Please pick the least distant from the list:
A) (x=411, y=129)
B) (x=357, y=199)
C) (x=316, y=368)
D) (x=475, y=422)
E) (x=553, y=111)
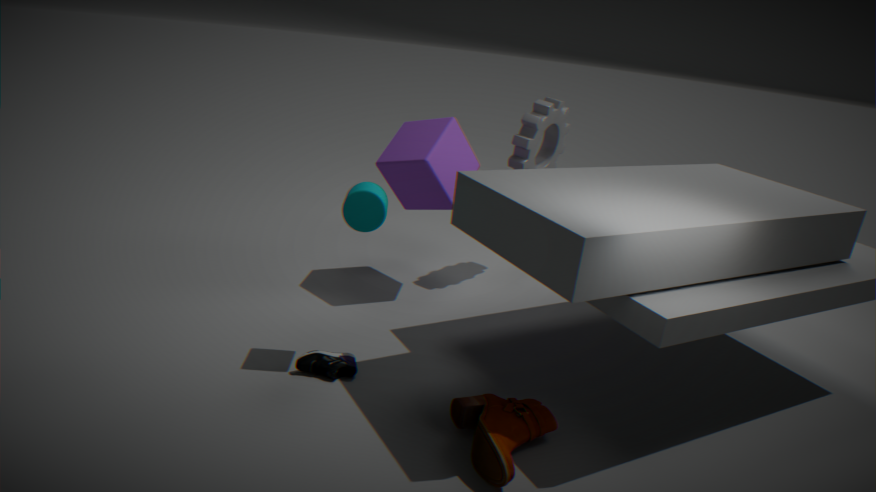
(x=475, y=422)
